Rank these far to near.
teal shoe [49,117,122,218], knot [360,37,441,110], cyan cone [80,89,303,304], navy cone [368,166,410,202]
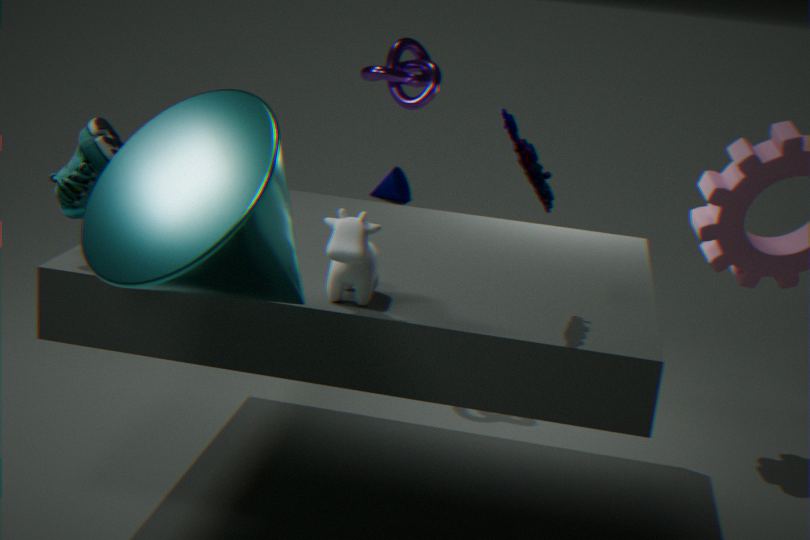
1. navy cone [368,166,410,202]
2. knot [360,37,441,110]
3. teal shoe [49,117,122,218]
4. cyan cone [80,89,303,304]
